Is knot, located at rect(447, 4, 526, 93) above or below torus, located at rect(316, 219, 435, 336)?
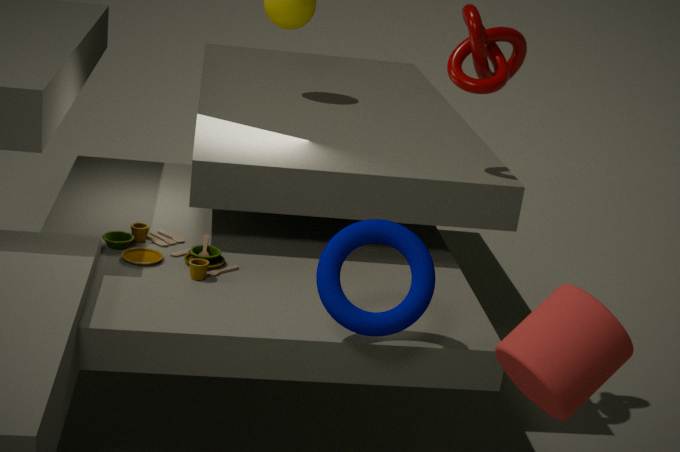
above
